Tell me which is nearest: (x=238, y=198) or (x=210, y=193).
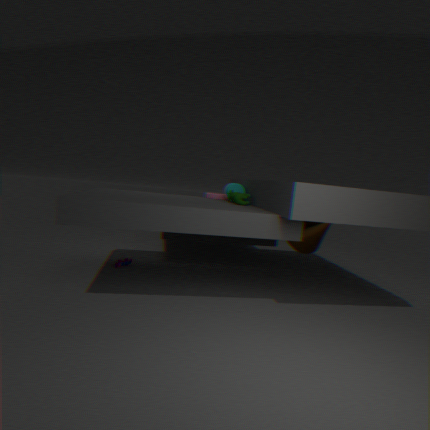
(x=238, y=198)
